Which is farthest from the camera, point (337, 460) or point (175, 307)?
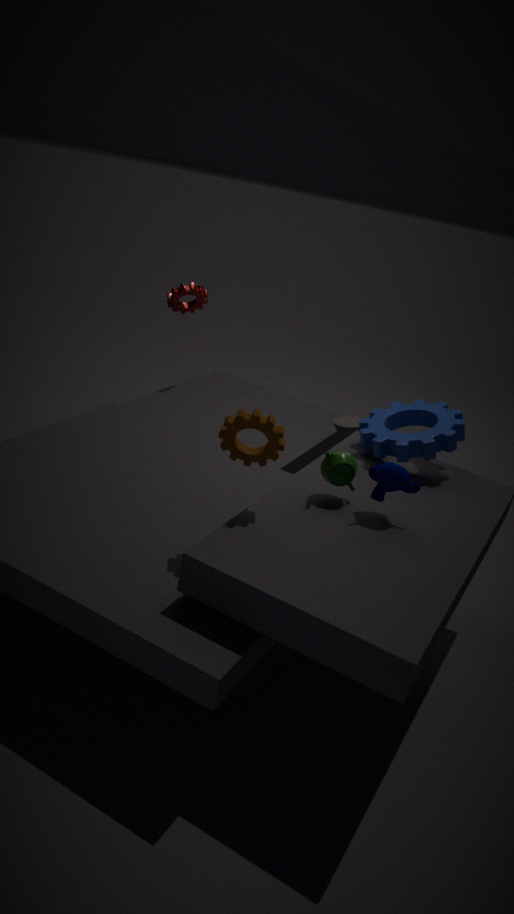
point (175, 307)
